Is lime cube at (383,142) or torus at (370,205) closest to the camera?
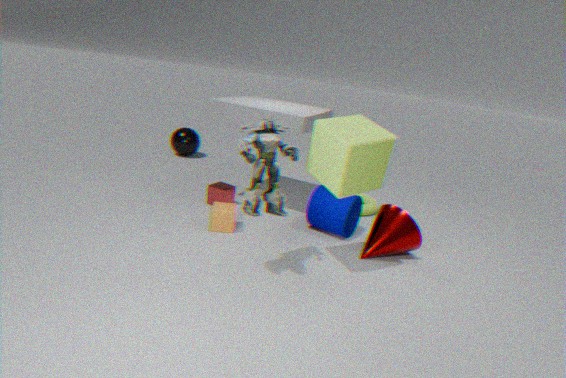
lime cube at (383,142)
